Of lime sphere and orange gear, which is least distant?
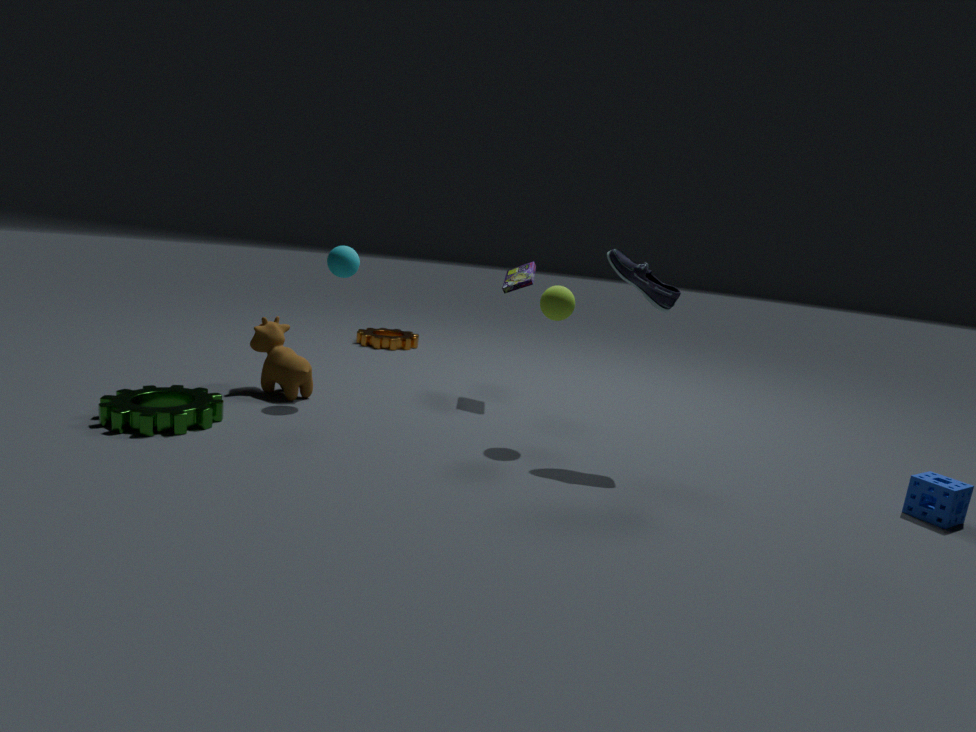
lime sphere
